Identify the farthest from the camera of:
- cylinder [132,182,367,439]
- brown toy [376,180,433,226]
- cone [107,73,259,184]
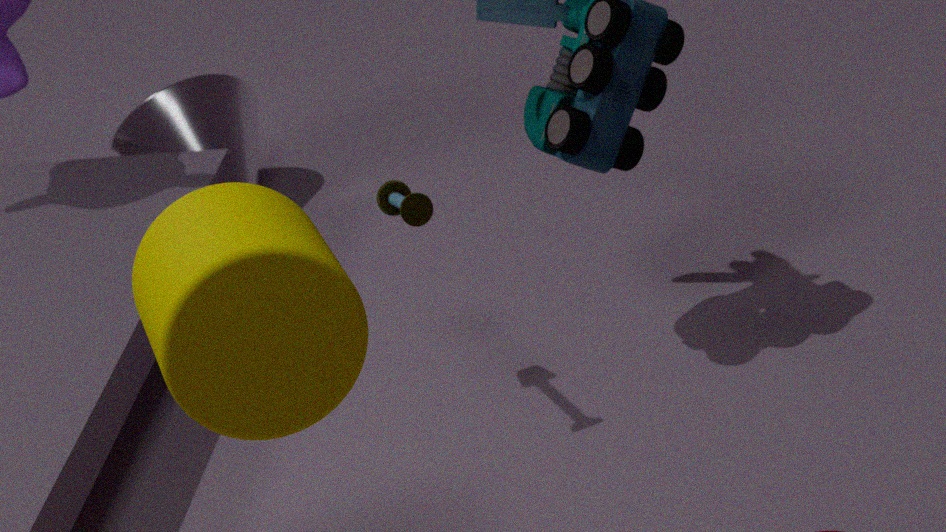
cone [107,73,259,184]
